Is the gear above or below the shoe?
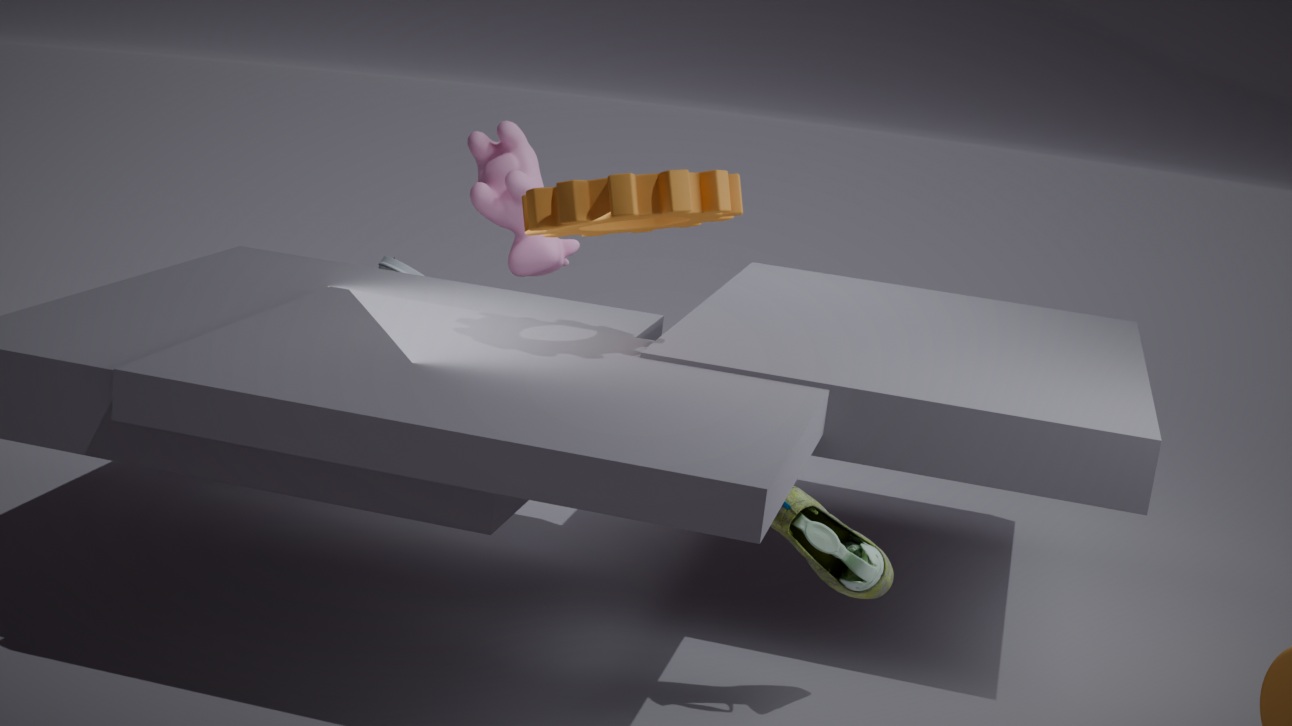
above
